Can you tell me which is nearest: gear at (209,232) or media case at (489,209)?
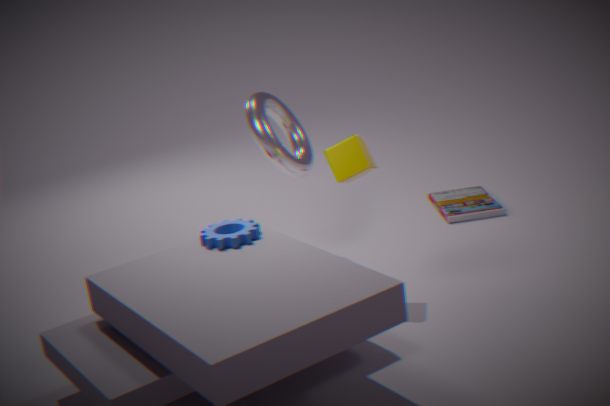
gear at (209,232)
